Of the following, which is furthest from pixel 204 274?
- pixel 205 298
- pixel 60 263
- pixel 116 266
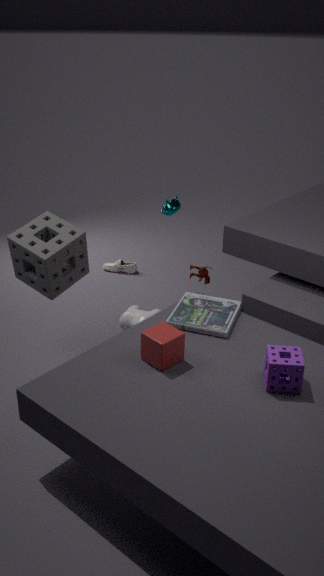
pixel 116 266
